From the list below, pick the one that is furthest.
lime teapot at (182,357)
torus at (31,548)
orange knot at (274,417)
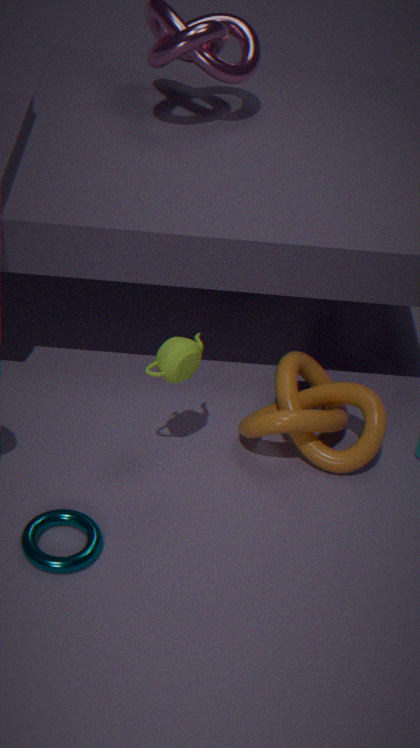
orange knot at (274,417)
